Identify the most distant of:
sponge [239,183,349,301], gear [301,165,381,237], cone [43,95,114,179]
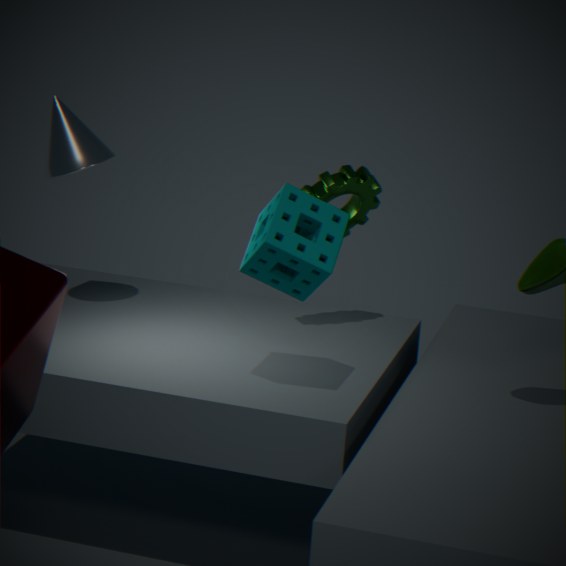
cone [43,95,114,179]
